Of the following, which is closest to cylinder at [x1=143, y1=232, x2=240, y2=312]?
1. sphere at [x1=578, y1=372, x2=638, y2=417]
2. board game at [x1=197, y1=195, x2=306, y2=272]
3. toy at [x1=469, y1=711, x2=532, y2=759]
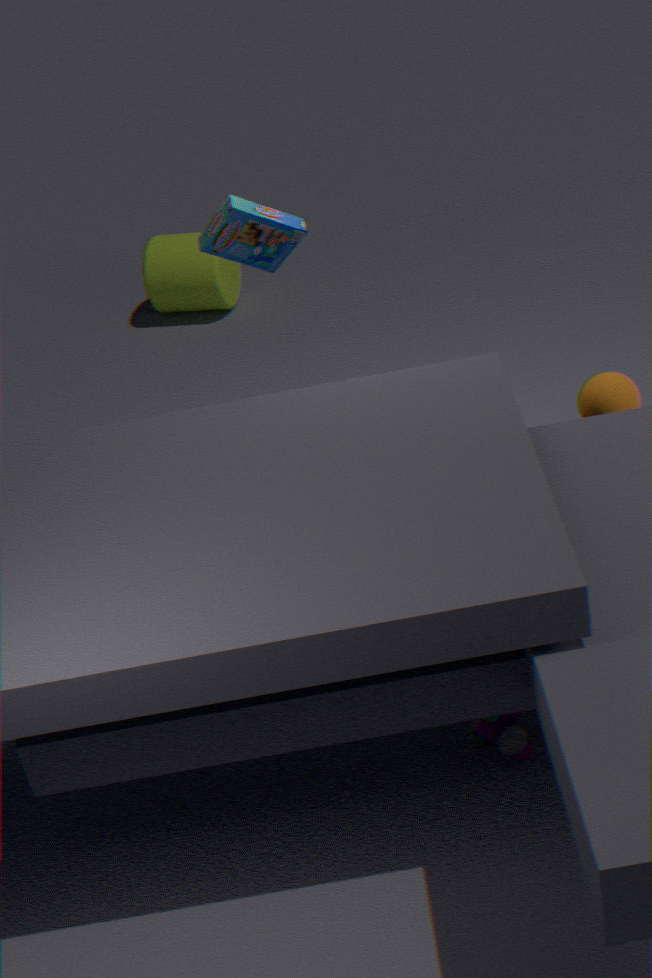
board game at [x1=197, y1=195, x2=306, y2=272]
